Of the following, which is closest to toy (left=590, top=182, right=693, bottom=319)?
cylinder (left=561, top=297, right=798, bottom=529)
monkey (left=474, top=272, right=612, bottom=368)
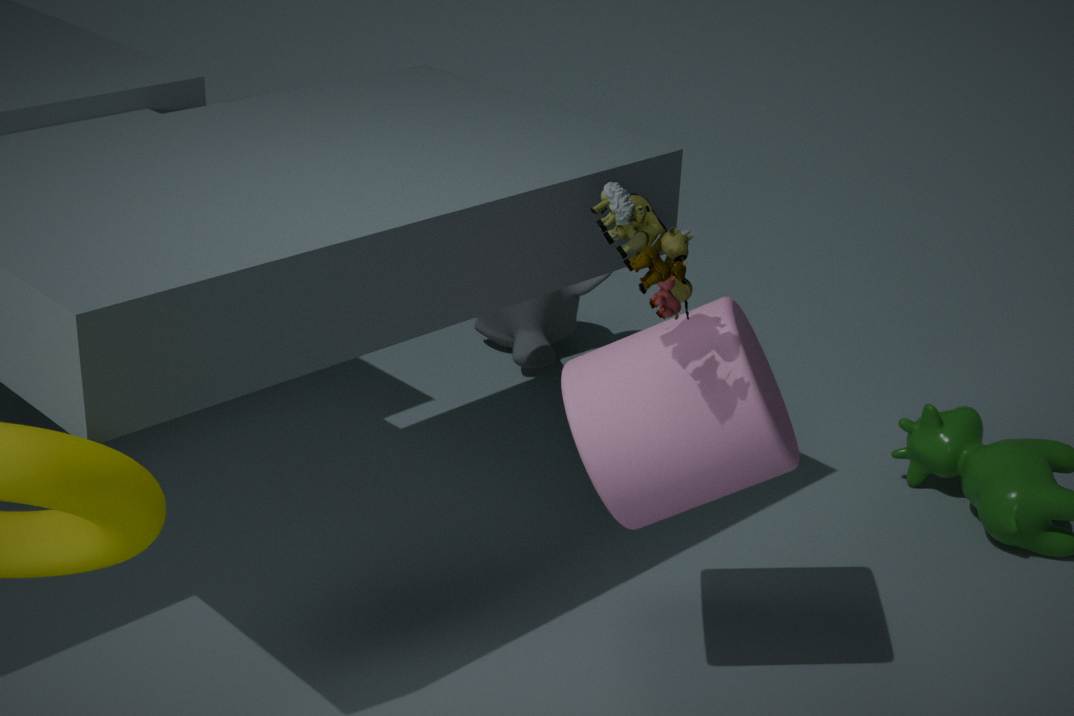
cylinder (left=561, top=297, right=798, bottom=529)
